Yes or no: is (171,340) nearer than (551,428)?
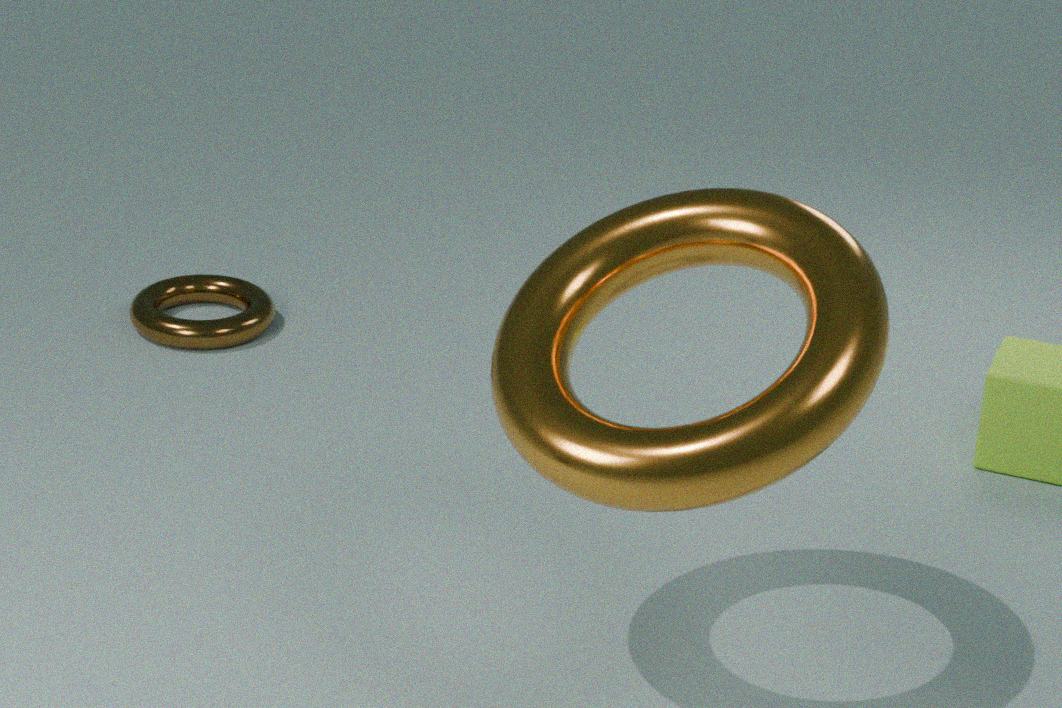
No
